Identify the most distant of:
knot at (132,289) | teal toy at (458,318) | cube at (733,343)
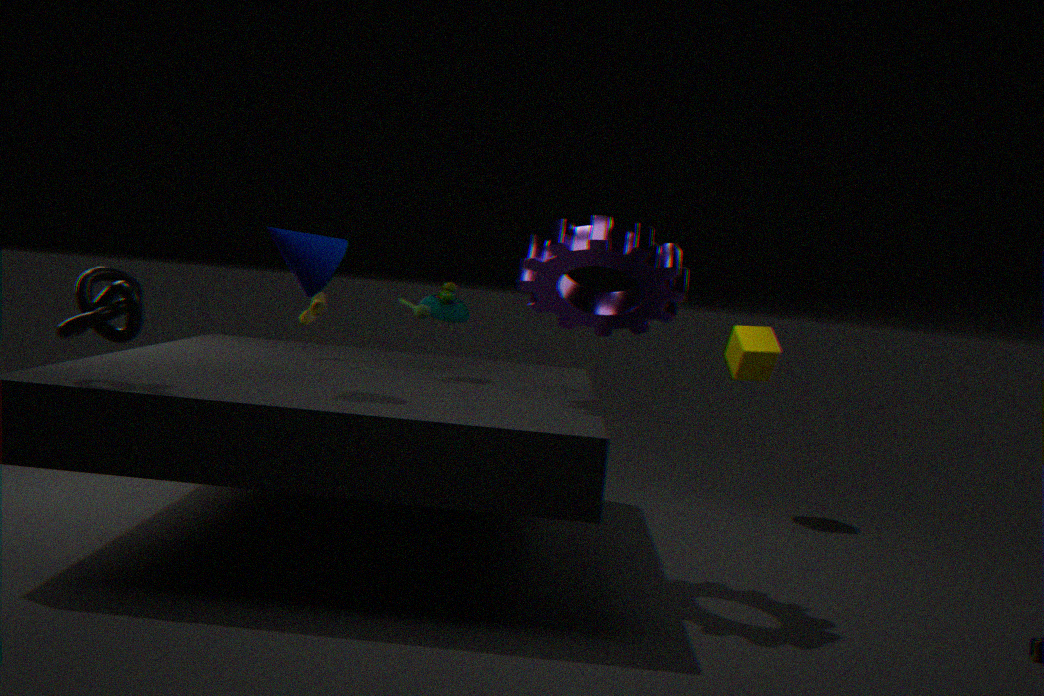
cube at (733,343)
